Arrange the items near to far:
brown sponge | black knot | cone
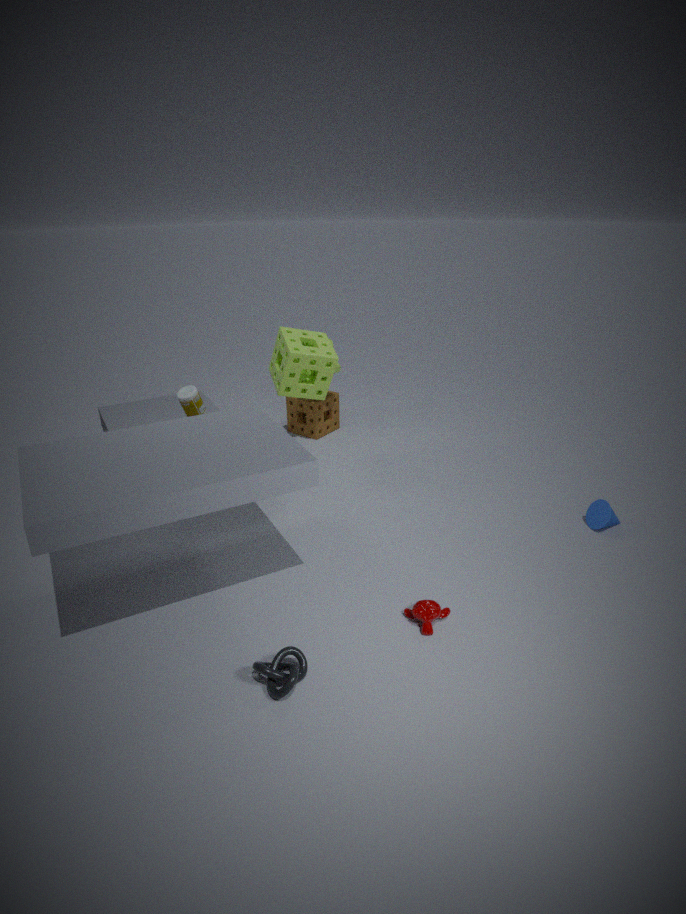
black knot → cone → brown sponge
